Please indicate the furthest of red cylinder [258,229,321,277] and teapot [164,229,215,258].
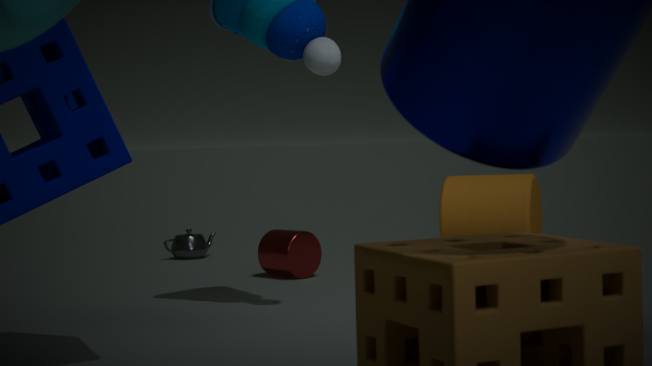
teapot [164,229,215,258]
